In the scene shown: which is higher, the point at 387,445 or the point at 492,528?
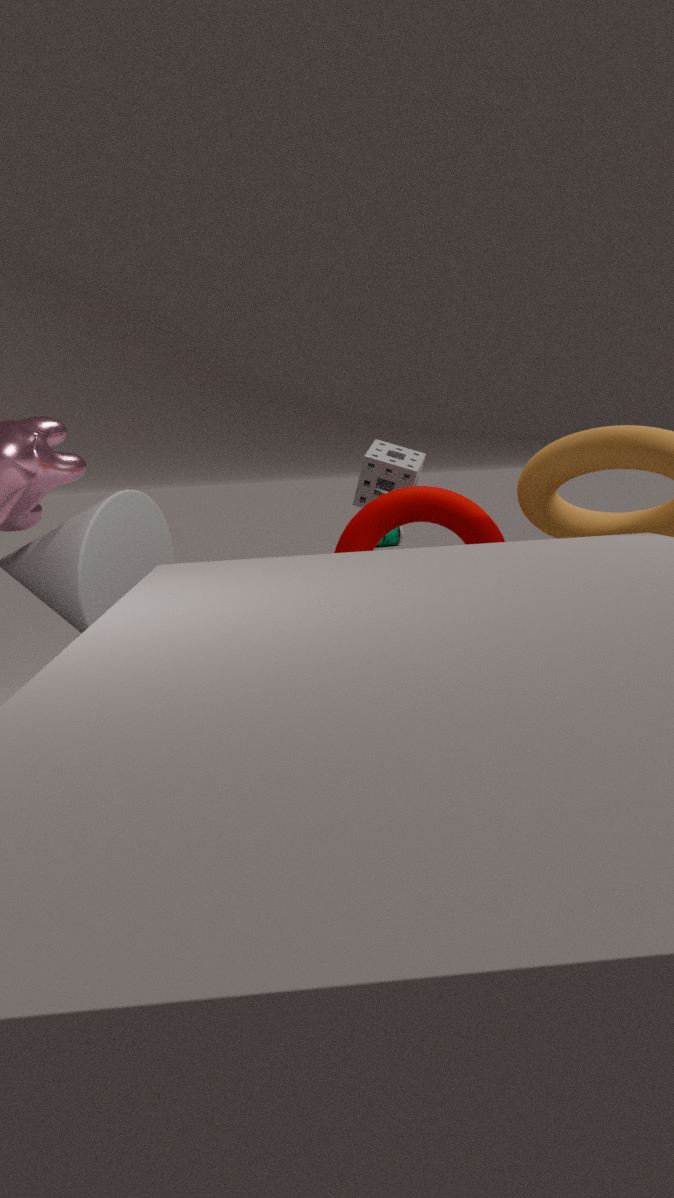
the point at 387,445
